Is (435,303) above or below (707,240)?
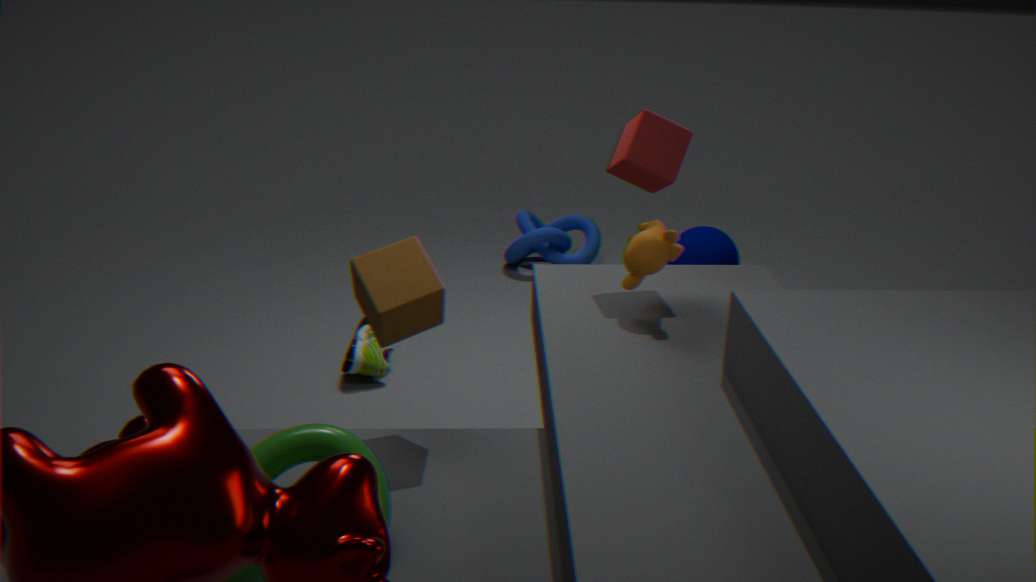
above
